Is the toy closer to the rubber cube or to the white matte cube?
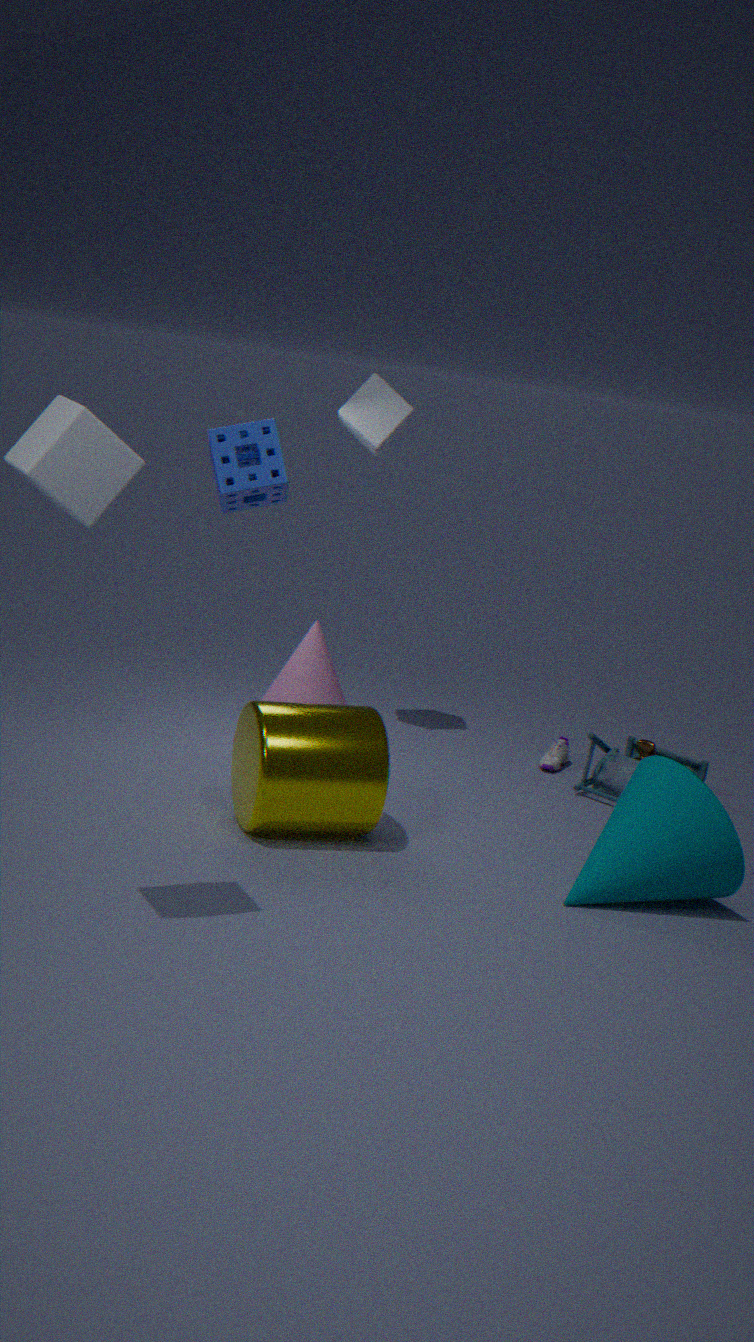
the rubber cube
